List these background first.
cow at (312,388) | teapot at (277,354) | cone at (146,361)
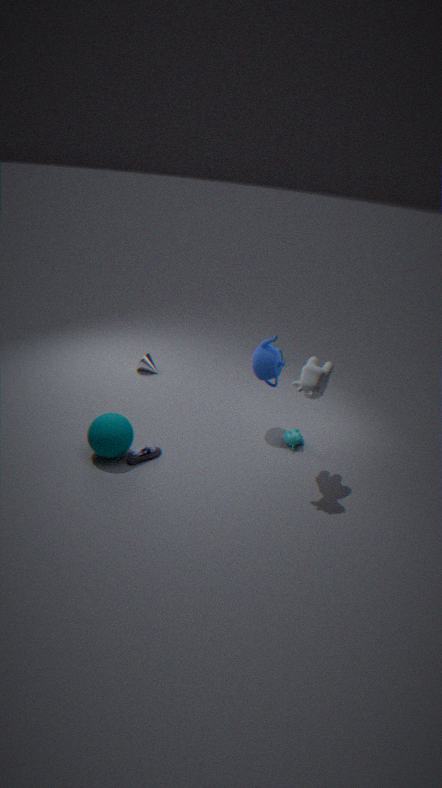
1. cone at (146,361)
2. teapot at (277,354)
3. cow at (312,388)
